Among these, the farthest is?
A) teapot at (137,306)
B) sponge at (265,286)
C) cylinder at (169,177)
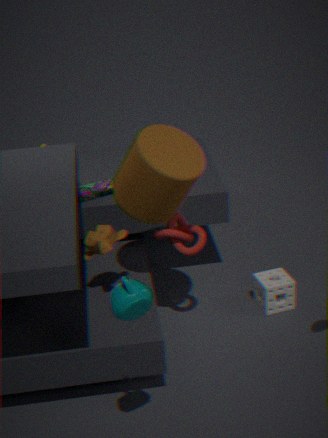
sponge at (265,286)
